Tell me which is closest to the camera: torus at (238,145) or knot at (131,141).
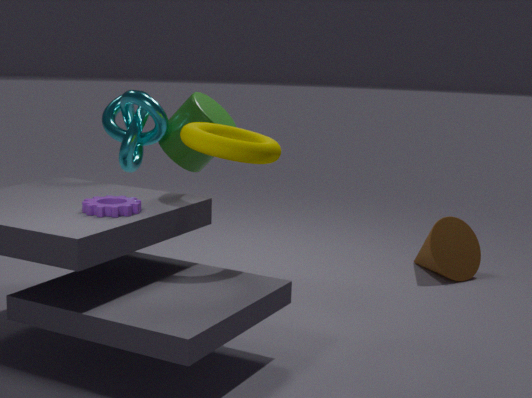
torus at (238,145)
